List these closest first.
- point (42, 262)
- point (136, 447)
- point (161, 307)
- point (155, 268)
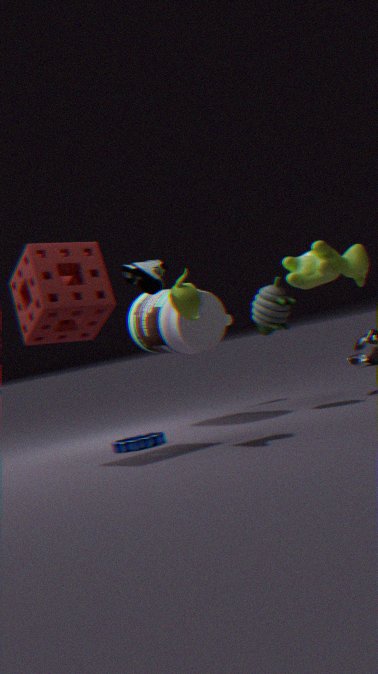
point (155, 268), point (42, 262), point (136, 447), point (161, 307)
